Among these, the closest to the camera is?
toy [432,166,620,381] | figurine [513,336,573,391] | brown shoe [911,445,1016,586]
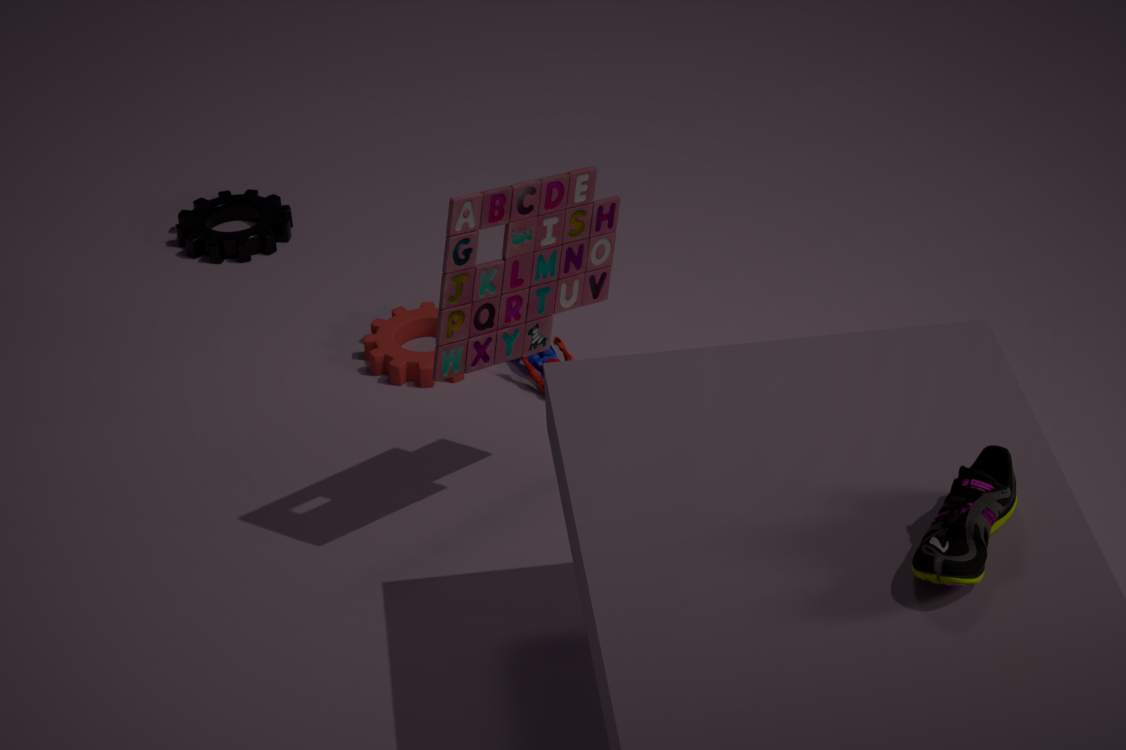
brown shoe [911,445,1016,586]
